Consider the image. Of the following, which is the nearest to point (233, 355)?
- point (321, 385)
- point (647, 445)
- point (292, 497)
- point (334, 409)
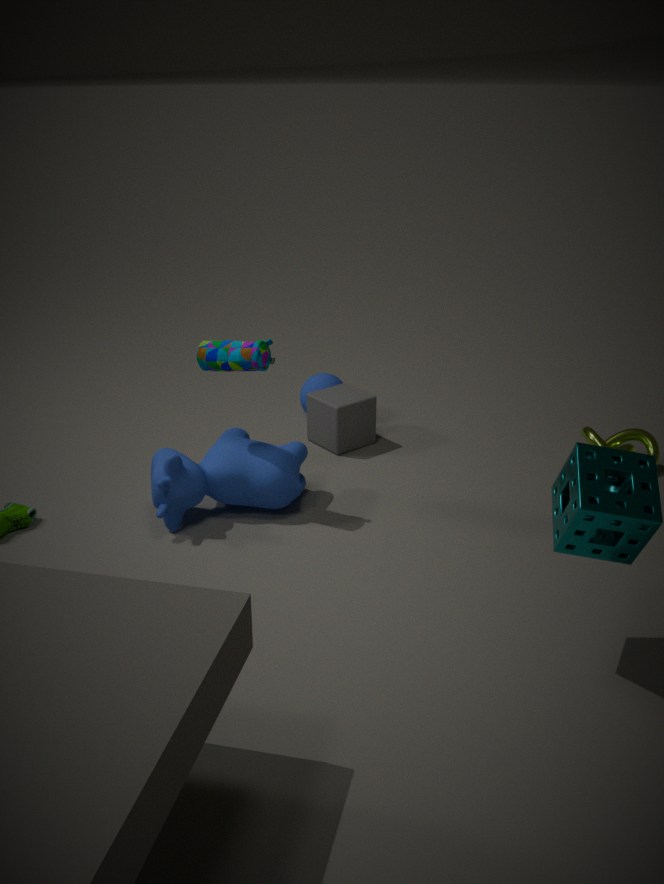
point (292, 497)
